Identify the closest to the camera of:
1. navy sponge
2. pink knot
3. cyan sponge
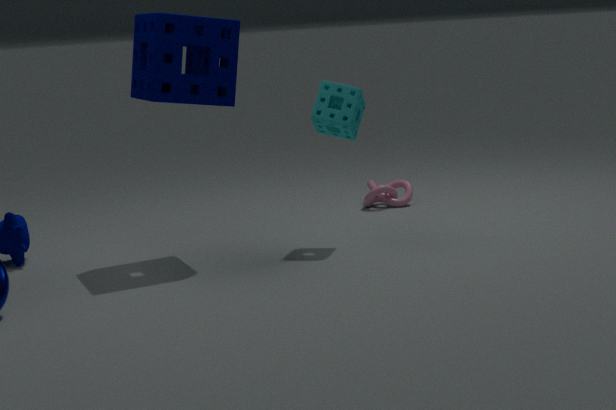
navy sponge
